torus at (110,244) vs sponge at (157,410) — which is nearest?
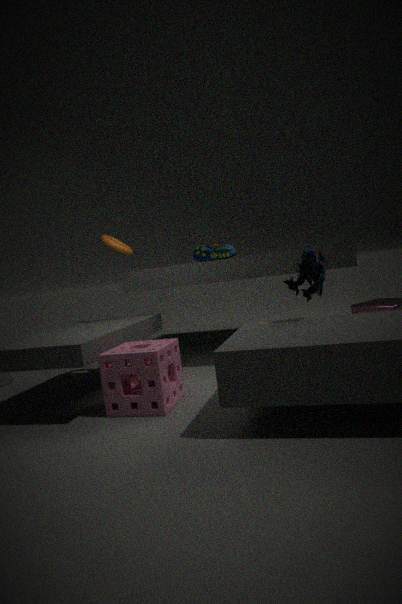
sponge at (157,410)
